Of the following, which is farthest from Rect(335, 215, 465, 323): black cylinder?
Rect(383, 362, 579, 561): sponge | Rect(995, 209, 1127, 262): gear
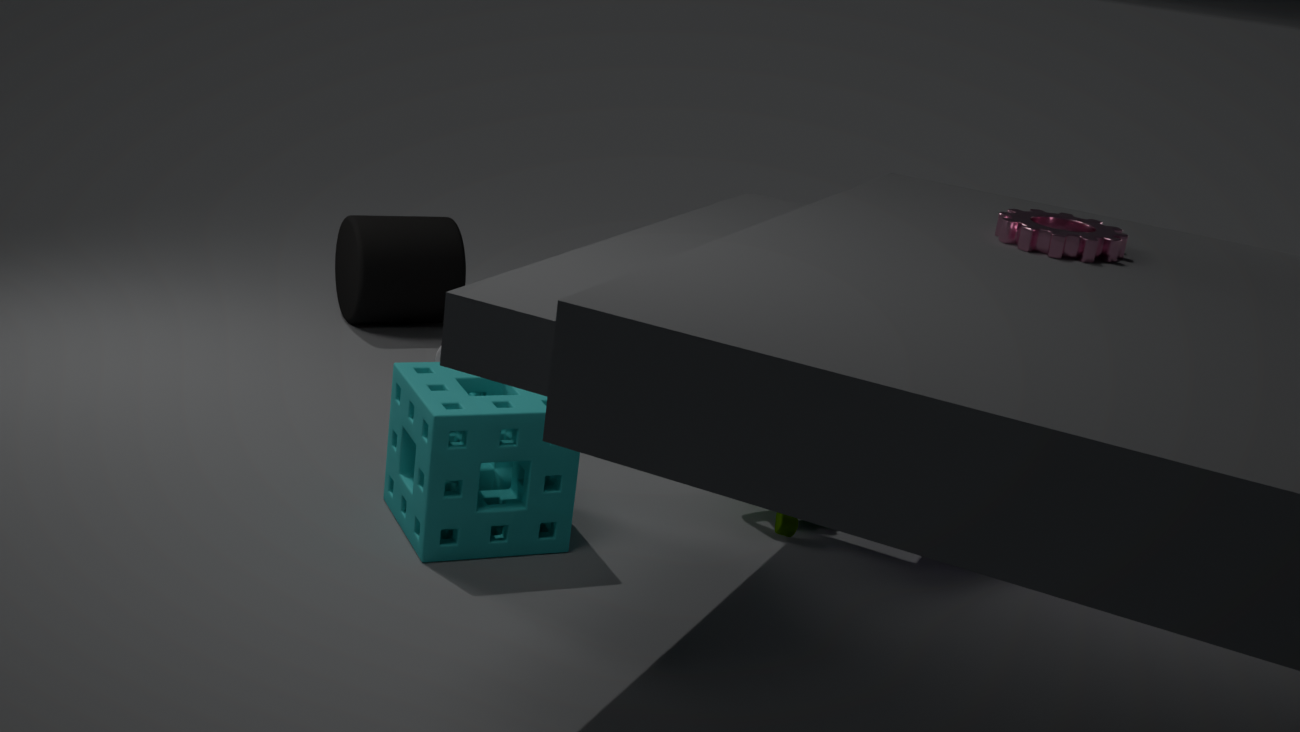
Rect(995, 209, 1127, 262): gear
